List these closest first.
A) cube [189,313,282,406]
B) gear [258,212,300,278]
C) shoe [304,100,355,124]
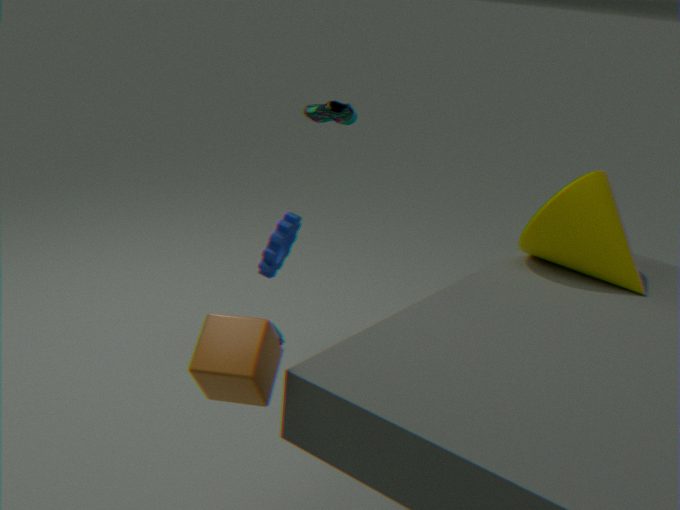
cube [189,313,282,406]
shoe [304,100,355,124]
gear [258,212,300,278]
